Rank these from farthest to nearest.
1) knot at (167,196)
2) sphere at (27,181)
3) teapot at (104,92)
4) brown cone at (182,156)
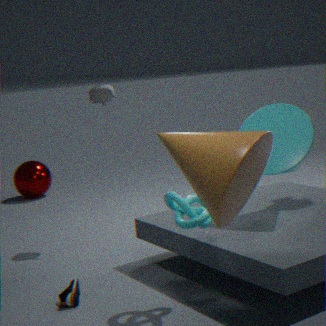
2. sphere at (27,181) → 3. teapot at (104,92) → 1. knot at (167,196) → 4. brown cone at (182,156)
